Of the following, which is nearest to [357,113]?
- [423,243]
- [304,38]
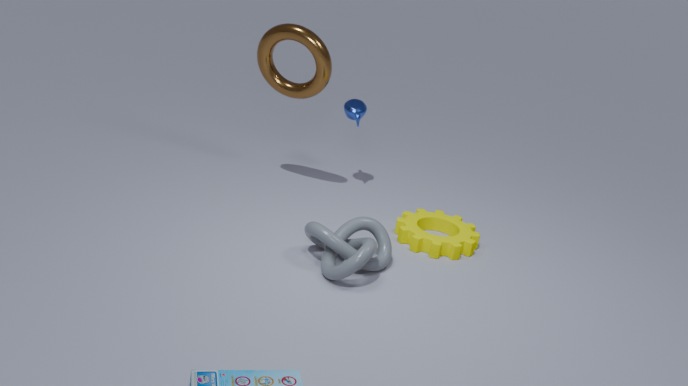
[304,38]
